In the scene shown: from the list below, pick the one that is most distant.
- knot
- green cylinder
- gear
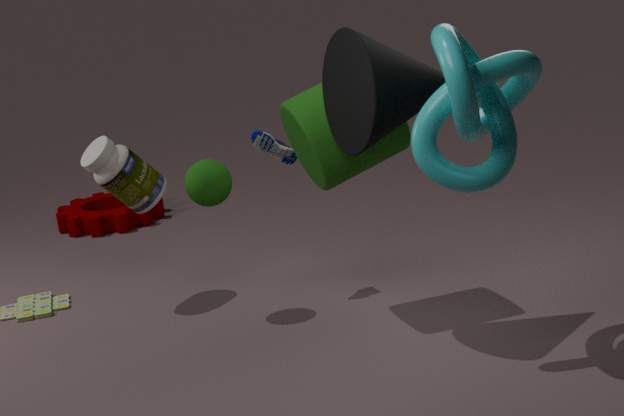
gear
